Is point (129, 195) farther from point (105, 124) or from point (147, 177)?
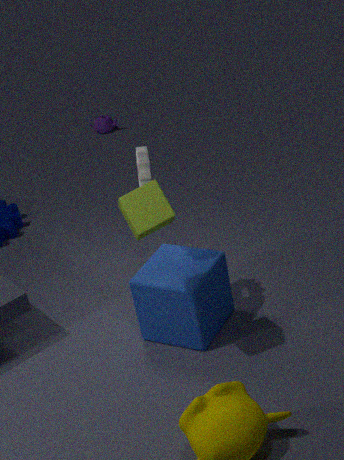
point (105, 124)
